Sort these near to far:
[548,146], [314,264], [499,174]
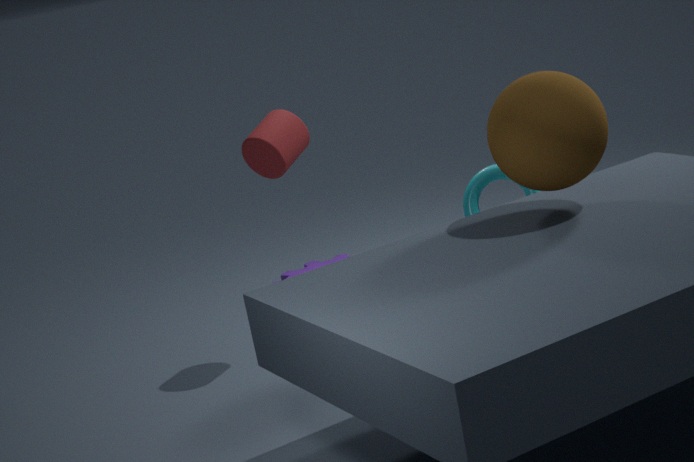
[548,146], [499,174], [314,264]
